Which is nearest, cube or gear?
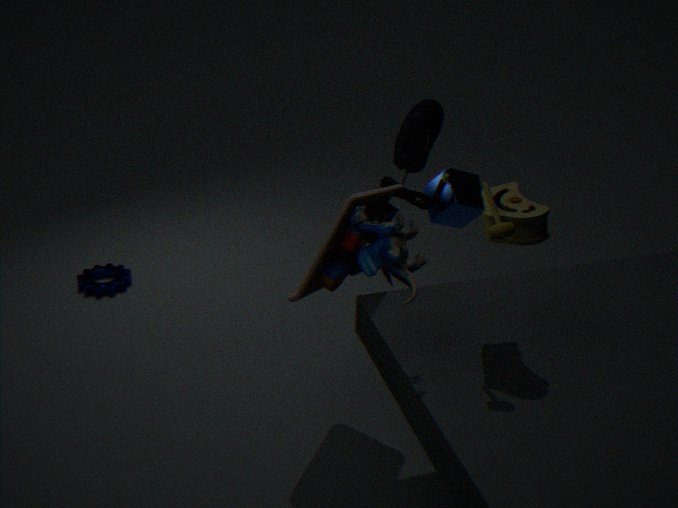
cube
